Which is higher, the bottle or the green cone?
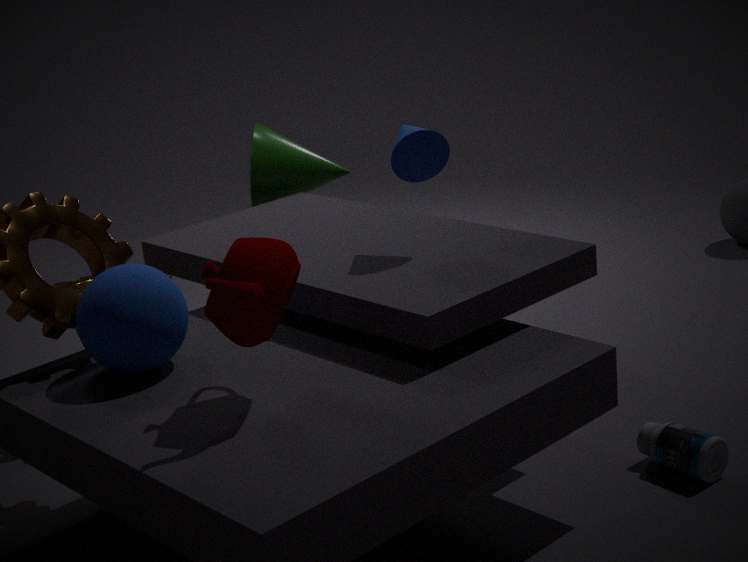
the green cone
